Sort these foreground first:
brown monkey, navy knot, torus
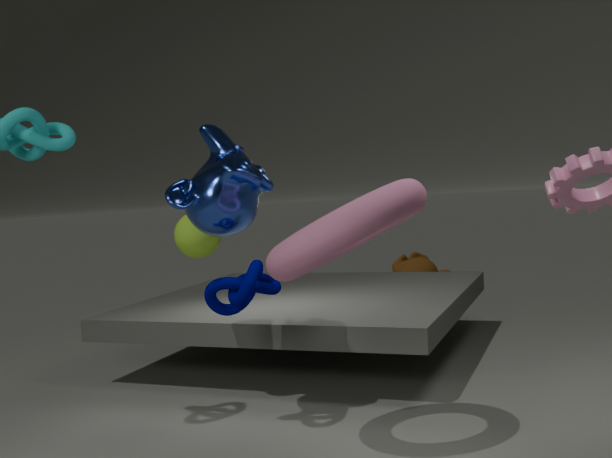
torus → navy knot → brown monkey
